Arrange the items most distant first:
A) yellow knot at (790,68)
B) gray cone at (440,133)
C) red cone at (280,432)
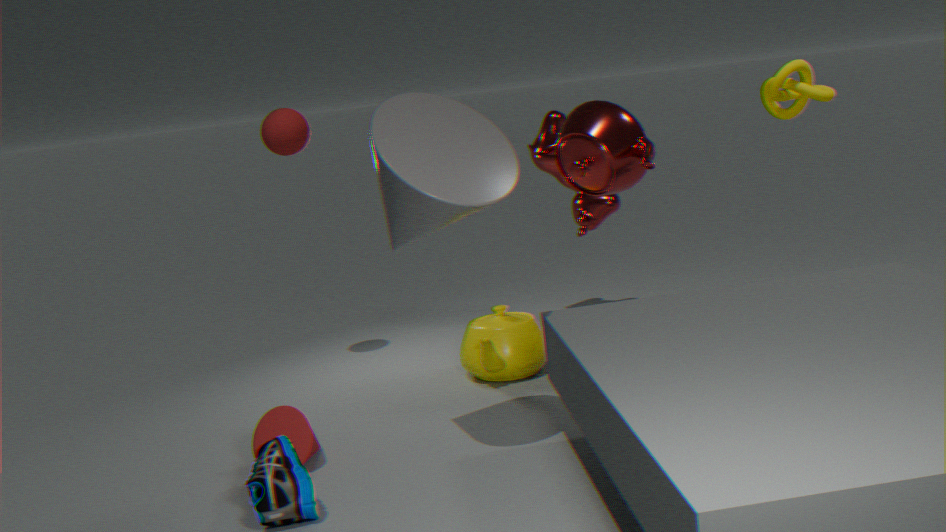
1. yellow knot at (790,68)
2. red cone at (280,432)
3. gray cone at (440,133)
